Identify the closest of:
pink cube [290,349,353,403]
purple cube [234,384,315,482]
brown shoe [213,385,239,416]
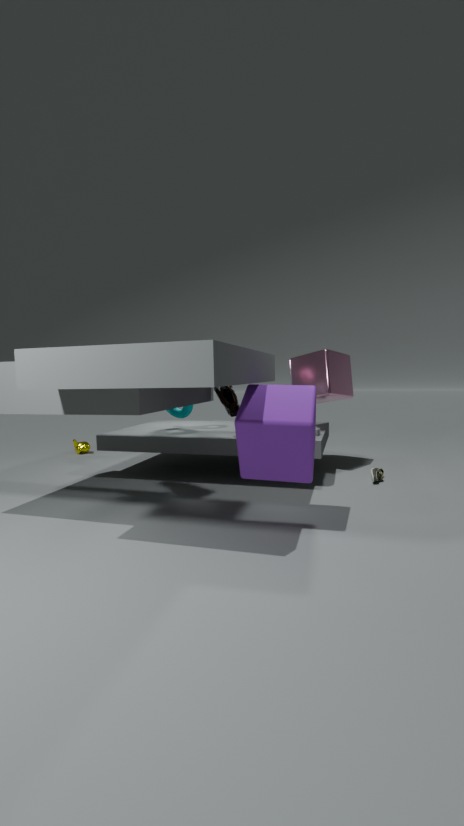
purple cube [234,384,315,482]
